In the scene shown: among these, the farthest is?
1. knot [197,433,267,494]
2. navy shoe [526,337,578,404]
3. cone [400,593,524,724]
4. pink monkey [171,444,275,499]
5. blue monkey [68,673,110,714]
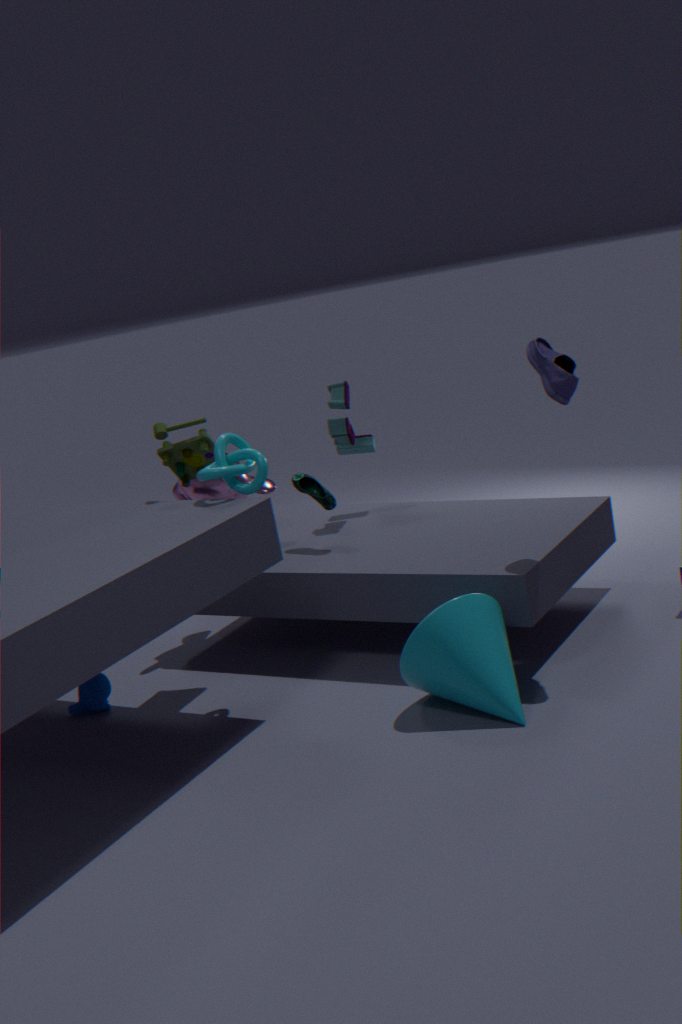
pink monkey [171,444,275,499]
